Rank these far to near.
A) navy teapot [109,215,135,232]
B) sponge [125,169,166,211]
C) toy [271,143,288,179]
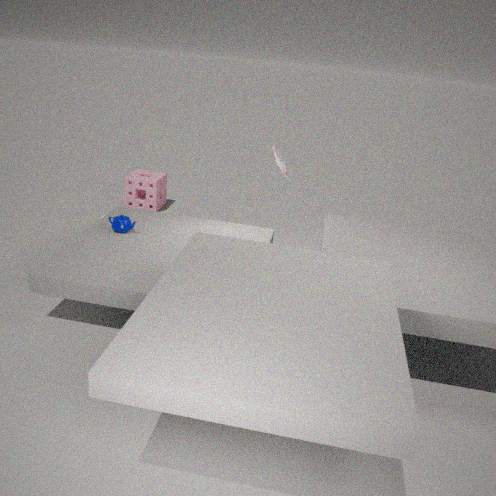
sponge [125,169,166,211]
navy teapot [109,215,135,232]
toy [271,143,288,179]
